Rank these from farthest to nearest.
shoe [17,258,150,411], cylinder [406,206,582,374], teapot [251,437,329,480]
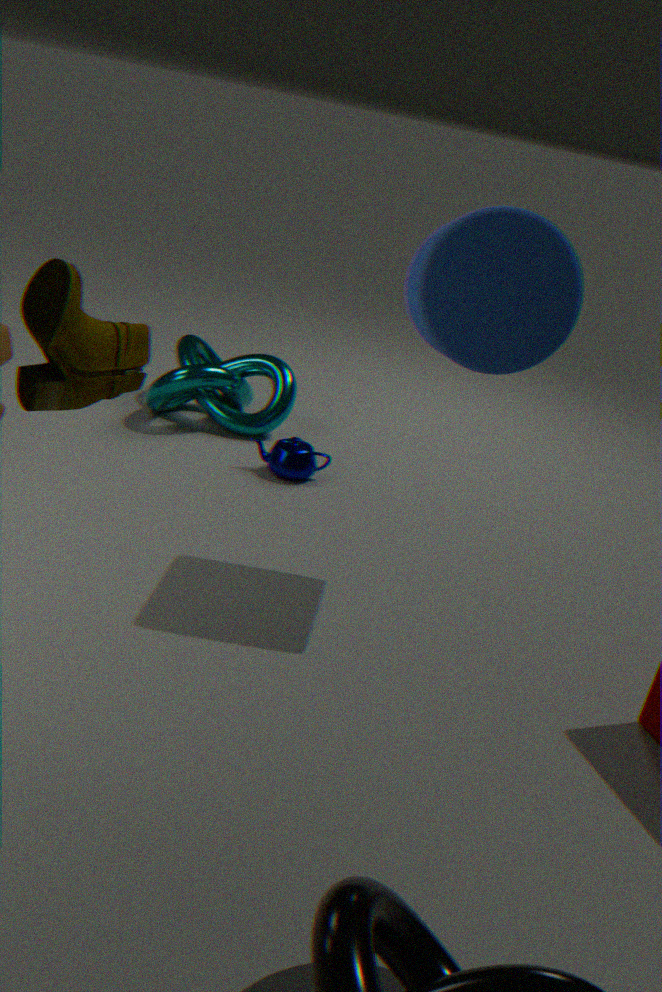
teapot [251,437,329,480]
cylinder [406,206,582,374]
shoe [17,258,150,411]
